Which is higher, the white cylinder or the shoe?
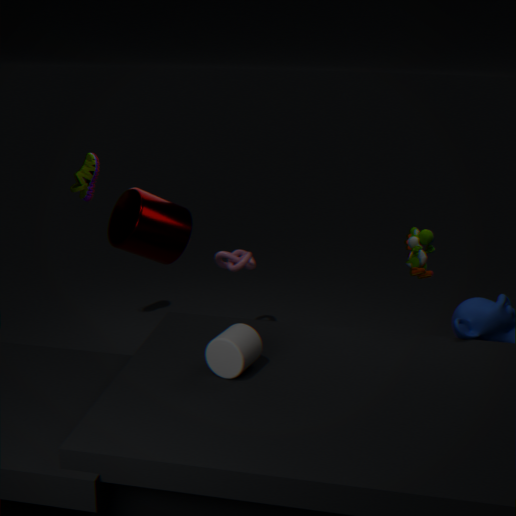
the shoe
